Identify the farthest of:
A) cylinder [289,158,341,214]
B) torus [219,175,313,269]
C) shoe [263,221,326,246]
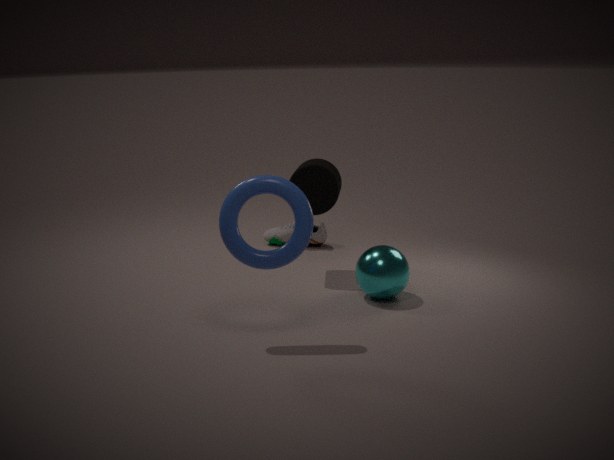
shoe [263,221,326,246]
